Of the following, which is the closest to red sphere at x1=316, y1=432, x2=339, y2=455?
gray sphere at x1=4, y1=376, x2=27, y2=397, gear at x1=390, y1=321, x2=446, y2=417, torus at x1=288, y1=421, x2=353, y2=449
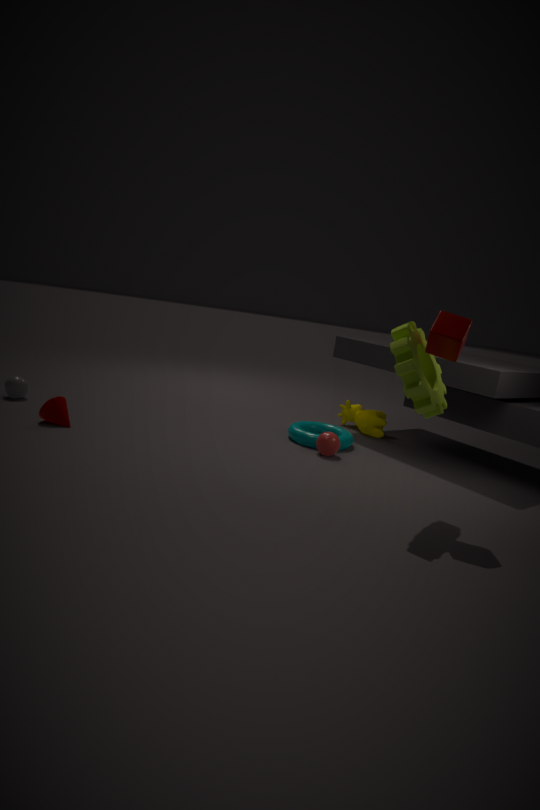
torus at x1=288, y1=421, x2=353, y2=449
